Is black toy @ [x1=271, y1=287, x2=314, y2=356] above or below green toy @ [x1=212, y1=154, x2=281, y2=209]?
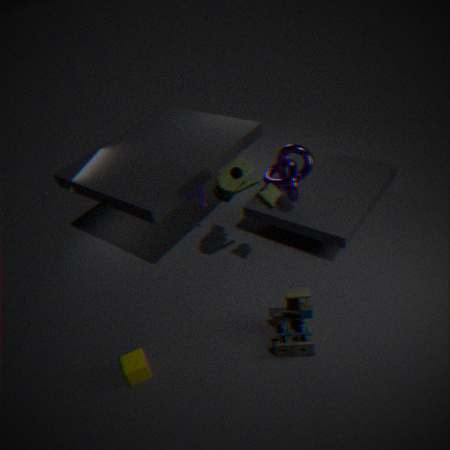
below
